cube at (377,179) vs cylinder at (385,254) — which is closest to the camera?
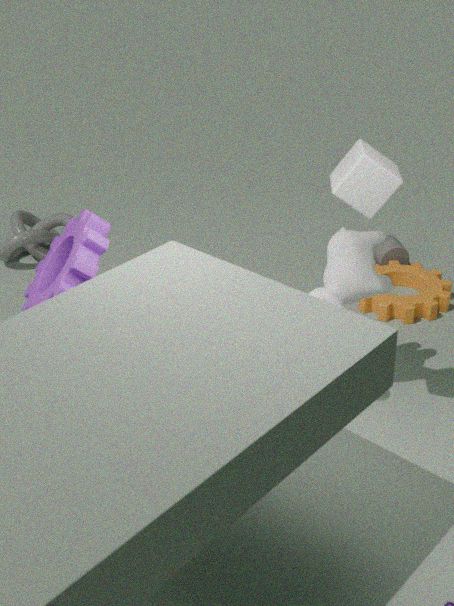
cube at (377,179)
